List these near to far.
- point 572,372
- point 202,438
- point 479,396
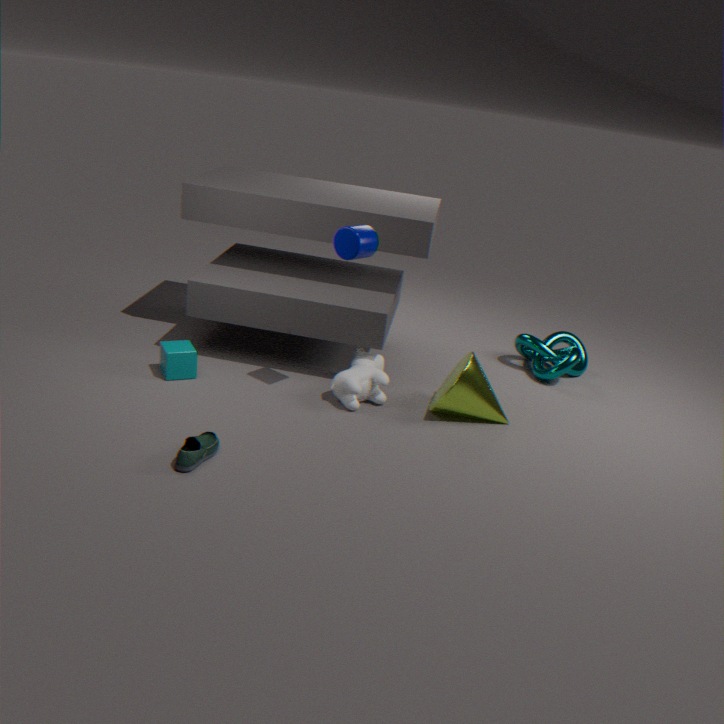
1. point 202,438
2. point 479,396
3. point 572,372
